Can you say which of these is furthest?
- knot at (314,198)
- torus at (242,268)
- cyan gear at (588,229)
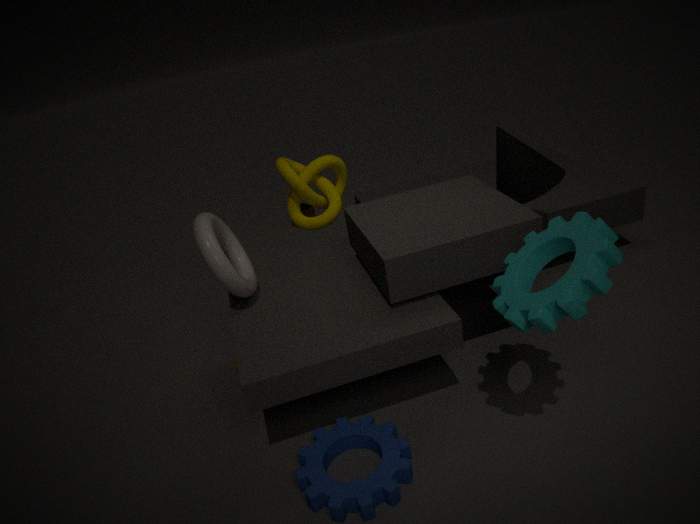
knot at (314,198)
